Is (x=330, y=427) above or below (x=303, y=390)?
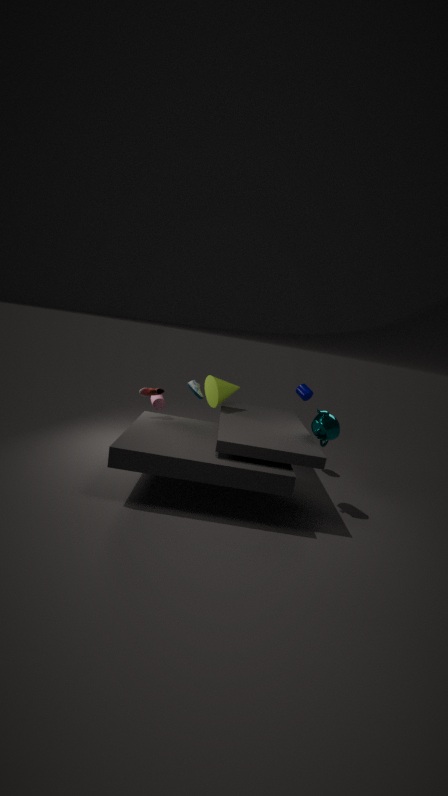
below
